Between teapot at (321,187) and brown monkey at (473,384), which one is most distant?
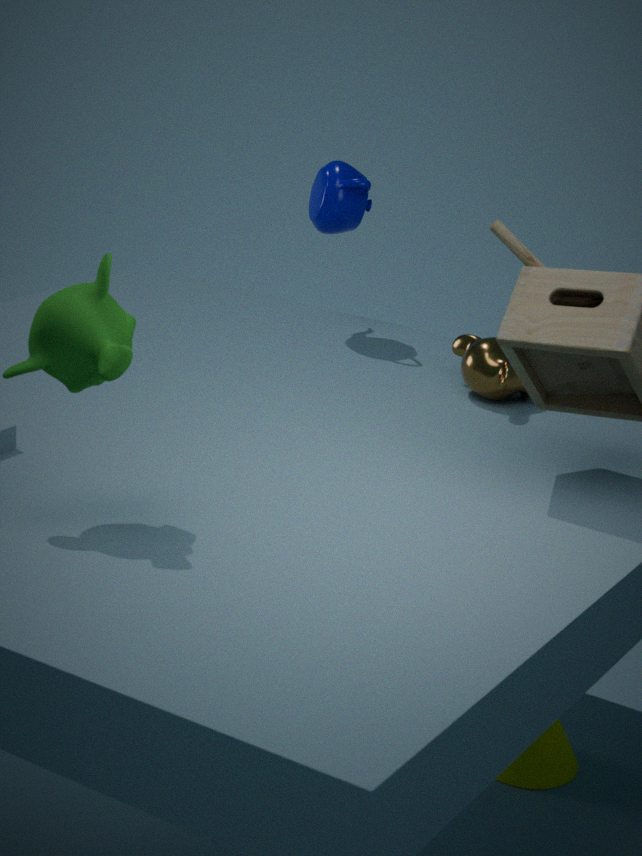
teapot at (321,187)
